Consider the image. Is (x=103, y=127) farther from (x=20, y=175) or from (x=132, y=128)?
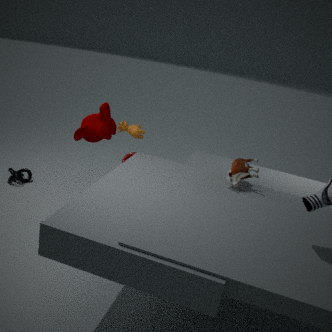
(x=20, y=175)
